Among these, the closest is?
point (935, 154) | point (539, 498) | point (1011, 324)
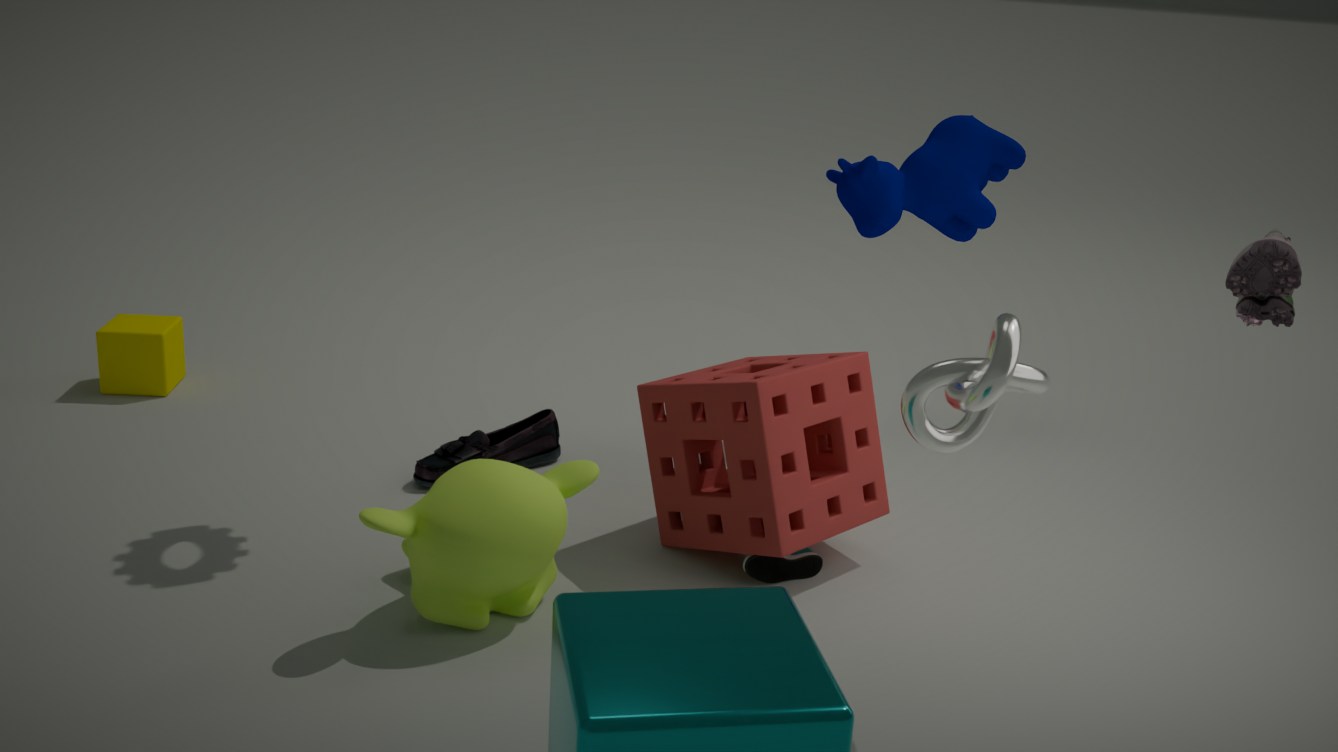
point (1011, 324)
